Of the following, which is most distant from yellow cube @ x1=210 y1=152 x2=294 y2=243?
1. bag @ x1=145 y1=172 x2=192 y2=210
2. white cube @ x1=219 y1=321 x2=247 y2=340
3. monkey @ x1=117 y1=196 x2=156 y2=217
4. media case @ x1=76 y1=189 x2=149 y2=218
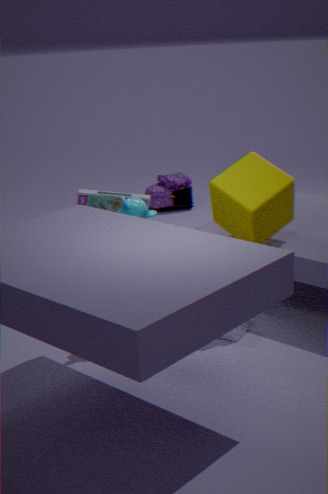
bag @ x1=145 y1=172 x2=192 y2=210
